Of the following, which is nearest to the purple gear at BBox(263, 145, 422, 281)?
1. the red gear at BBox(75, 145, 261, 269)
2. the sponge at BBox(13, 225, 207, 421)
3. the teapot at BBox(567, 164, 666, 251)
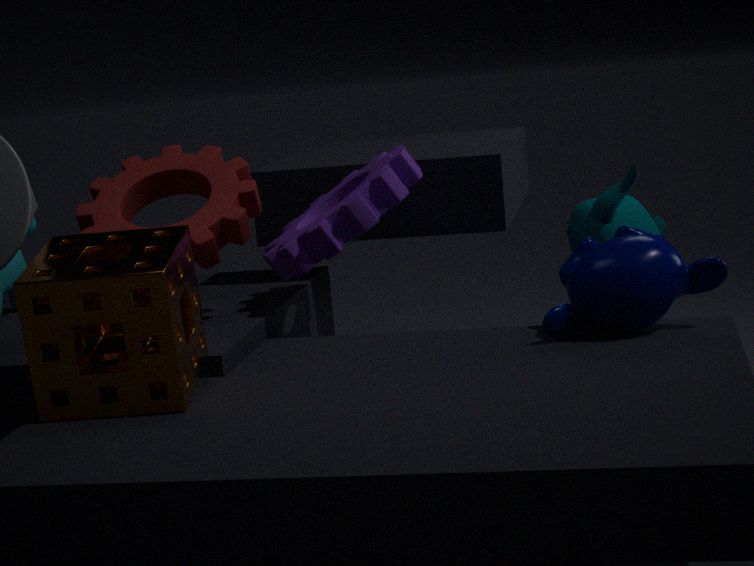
the red gear at BBox(75, 145, 261, 269)
